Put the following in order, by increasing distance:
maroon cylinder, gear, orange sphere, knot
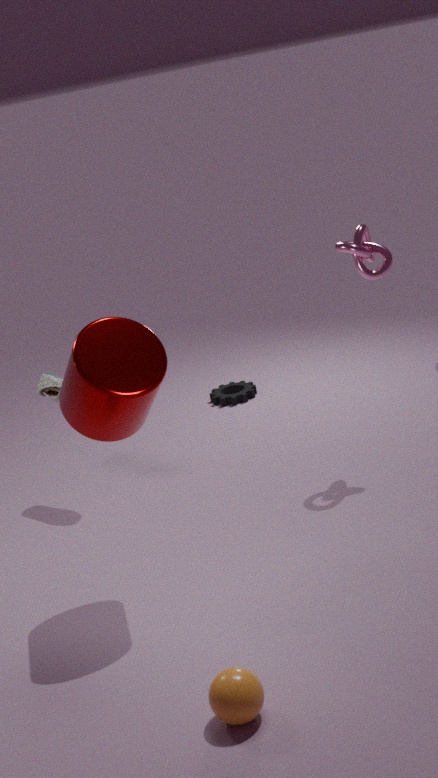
1. orange sphere
2. maroon cylinder
3. knot
4. gear
